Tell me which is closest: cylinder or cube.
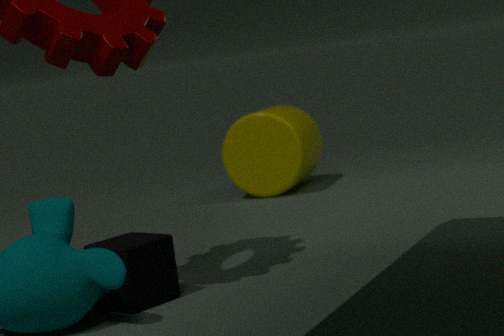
cube
